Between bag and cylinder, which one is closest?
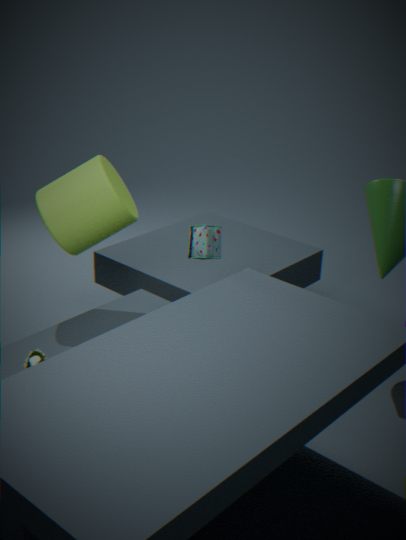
cylinder
